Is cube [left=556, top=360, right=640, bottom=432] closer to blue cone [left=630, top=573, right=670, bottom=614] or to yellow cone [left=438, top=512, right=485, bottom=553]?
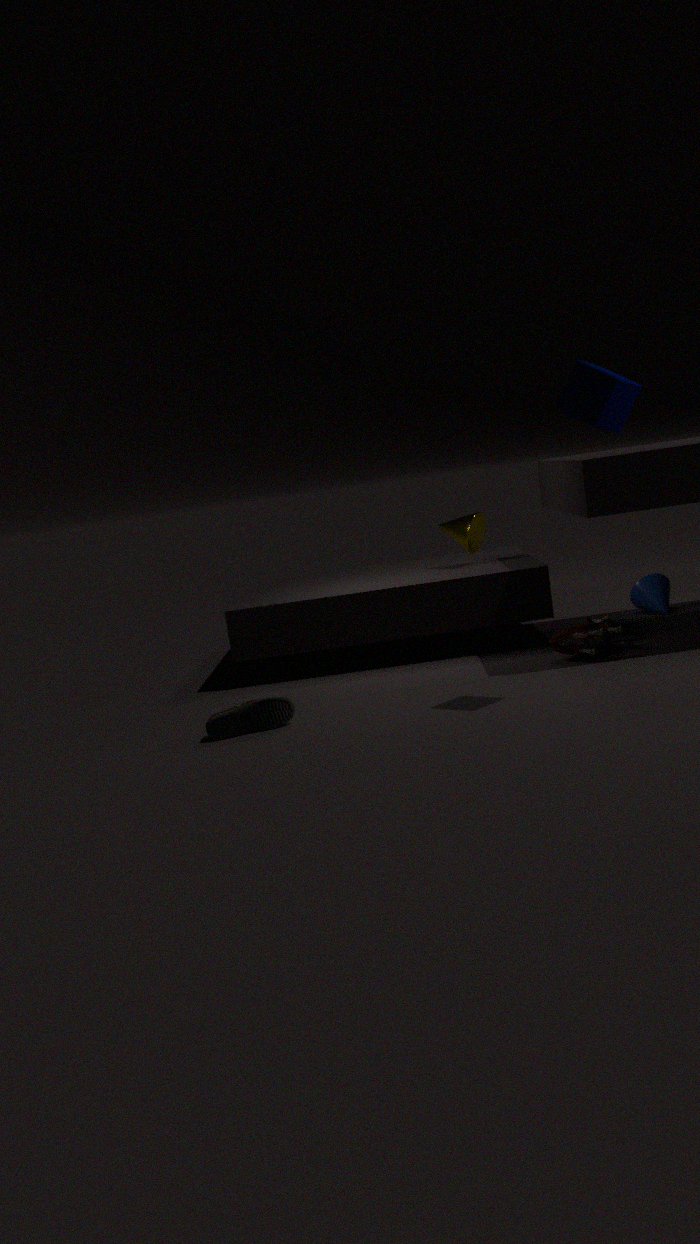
yellow cone [left=438, top=512, right=485, bottom=553]
